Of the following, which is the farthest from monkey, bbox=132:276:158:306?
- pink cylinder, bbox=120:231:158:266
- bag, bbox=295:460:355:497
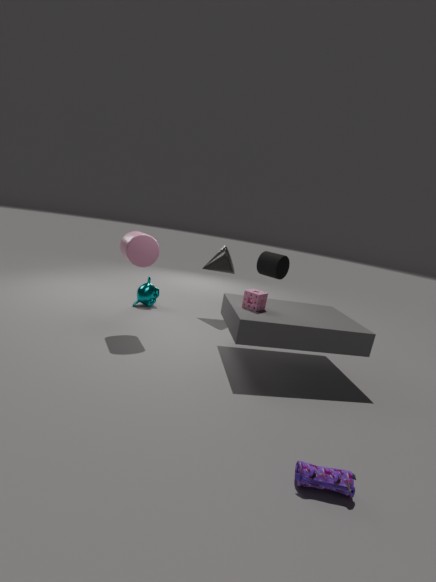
bag, bbox=295:460:355:497
